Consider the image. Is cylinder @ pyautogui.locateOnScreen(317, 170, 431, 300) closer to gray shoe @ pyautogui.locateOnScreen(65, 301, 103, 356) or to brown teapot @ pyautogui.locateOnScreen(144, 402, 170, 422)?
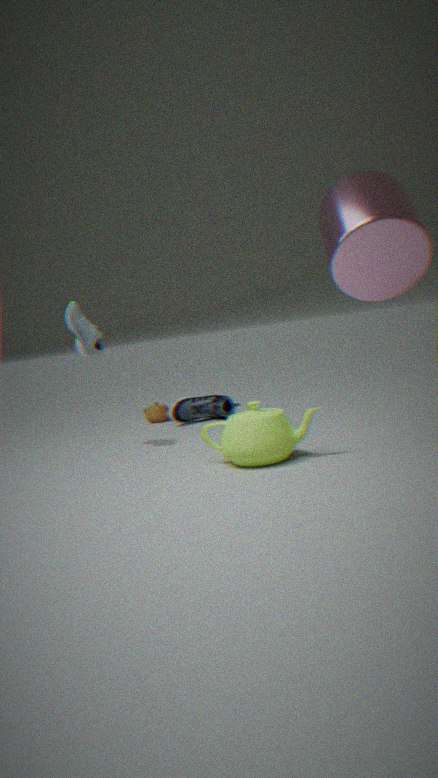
gray shoe @ pyautogui.locateOnScreen(65, 301, 103, 356)
